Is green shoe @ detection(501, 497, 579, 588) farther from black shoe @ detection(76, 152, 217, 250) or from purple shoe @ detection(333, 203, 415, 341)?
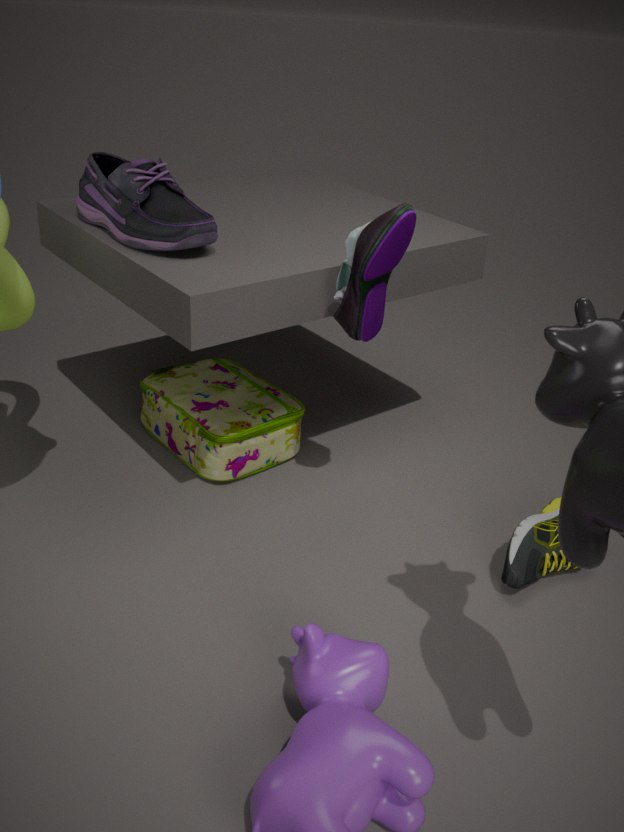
black shoe @ detection(76, 152, 217, 250)
